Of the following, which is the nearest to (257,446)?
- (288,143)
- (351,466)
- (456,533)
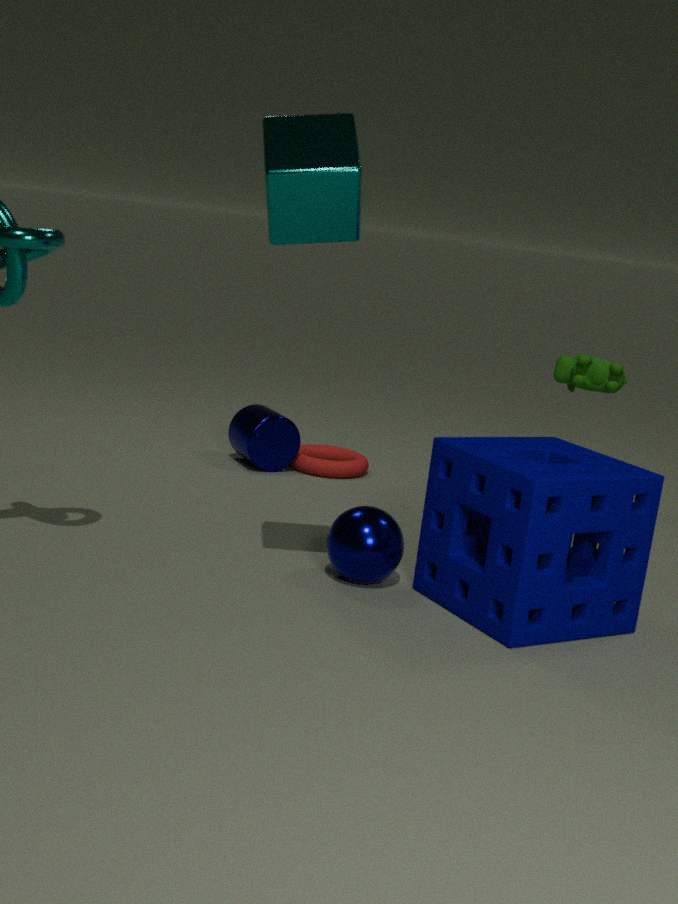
(351,466)
